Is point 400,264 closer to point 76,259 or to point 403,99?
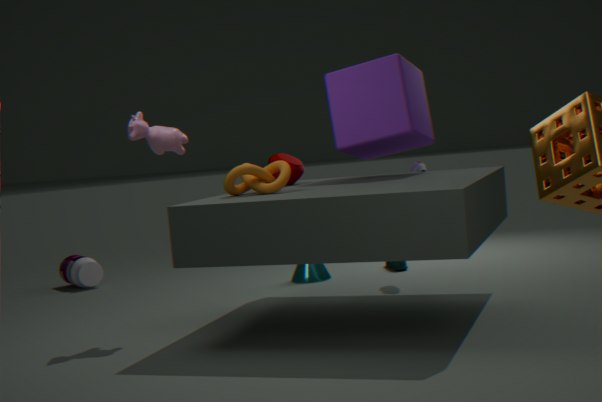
point 403,99
